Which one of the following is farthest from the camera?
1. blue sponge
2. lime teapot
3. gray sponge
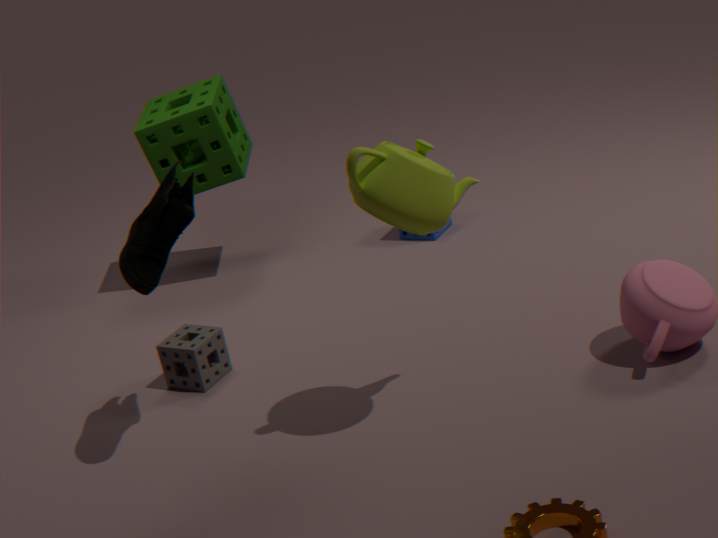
blue sponge
